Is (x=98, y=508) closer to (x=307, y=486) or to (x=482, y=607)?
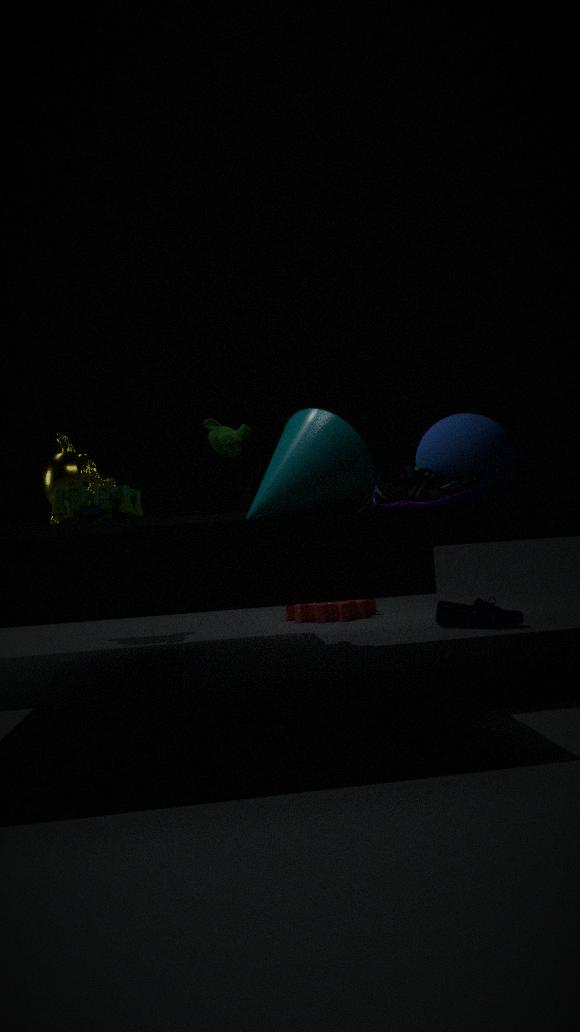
(x=307, y=486)
